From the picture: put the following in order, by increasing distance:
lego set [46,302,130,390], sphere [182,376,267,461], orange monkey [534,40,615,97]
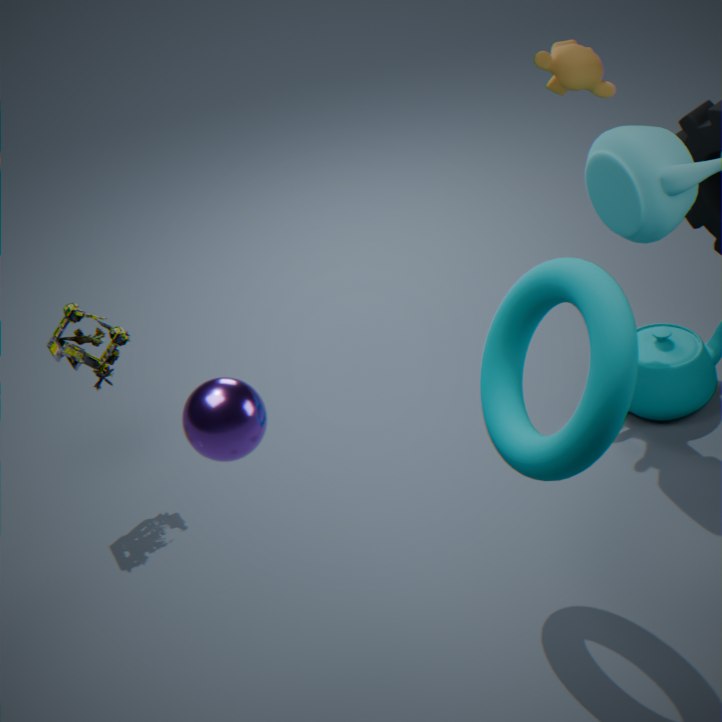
sphere [182,376,267,461]
orange monkey [534,40,615,97]
lego set [46,302,130,390]
